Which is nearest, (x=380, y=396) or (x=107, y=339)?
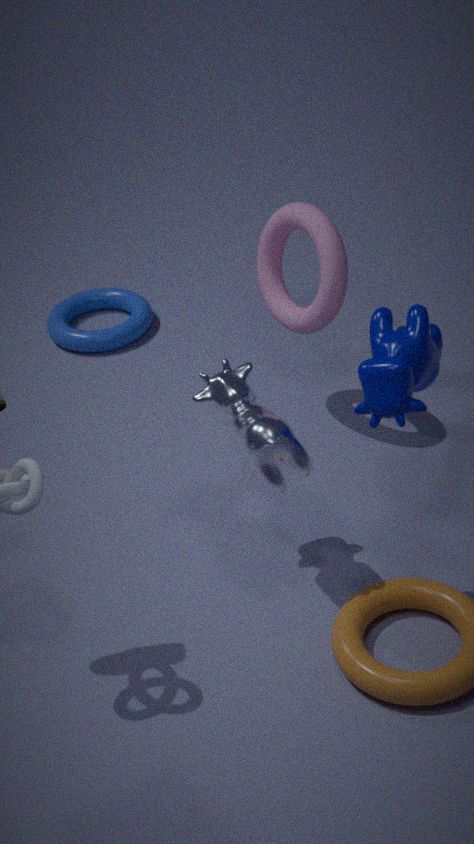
(x=380, y=396)
